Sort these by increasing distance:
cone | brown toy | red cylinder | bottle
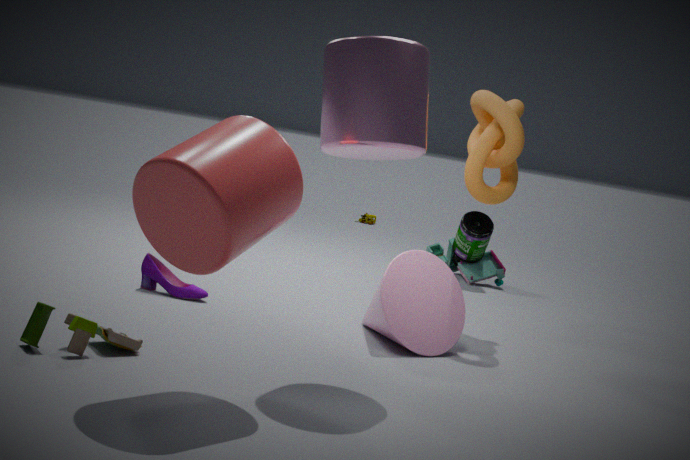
red cylinder → brown toy → cone → bottle
